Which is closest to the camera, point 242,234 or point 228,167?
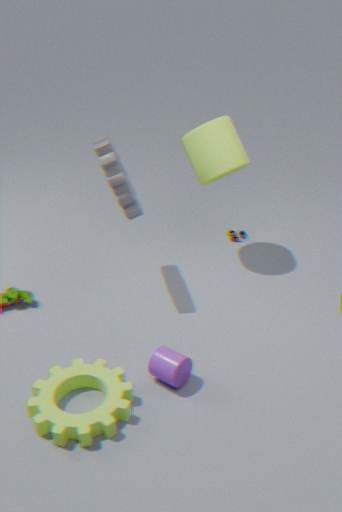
point 228,167
